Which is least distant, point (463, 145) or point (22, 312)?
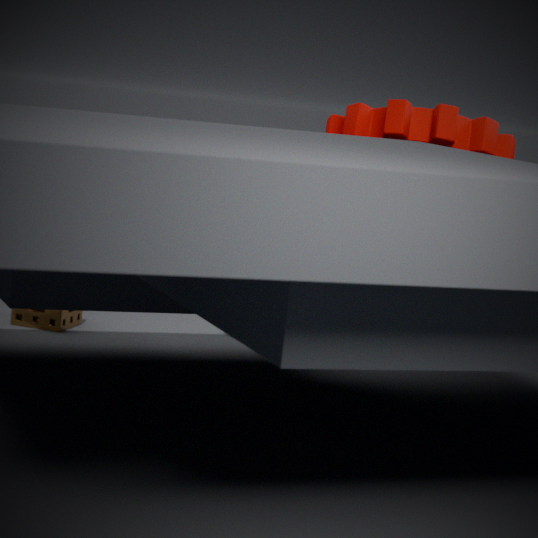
point (463, 145)
